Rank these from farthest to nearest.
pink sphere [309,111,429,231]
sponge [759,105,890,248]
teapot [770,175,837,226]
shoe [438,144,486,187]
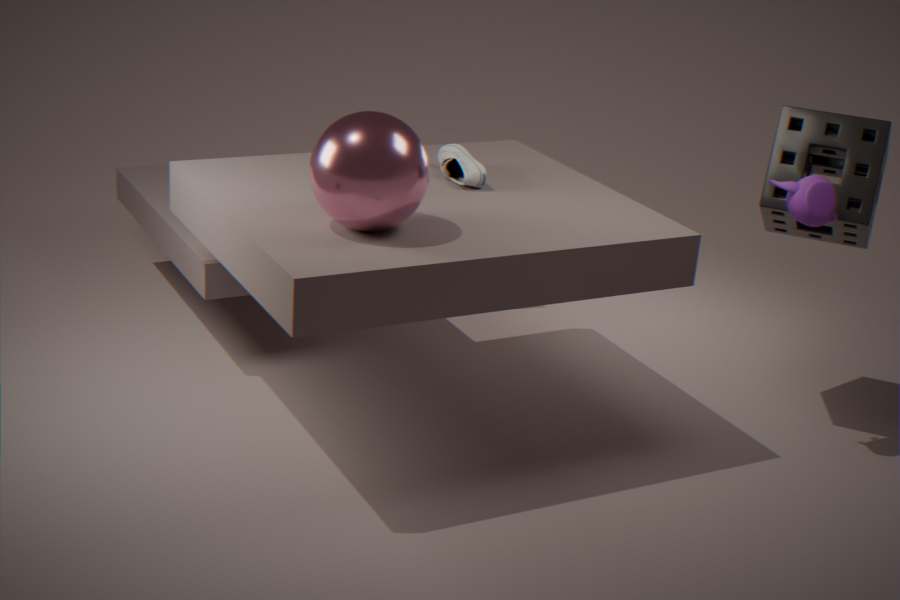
shoe [438,144,486,187]
sponge [759,105,890,248]
teapot [770,175,837,226]
pink sphere [309,111,429,231]
